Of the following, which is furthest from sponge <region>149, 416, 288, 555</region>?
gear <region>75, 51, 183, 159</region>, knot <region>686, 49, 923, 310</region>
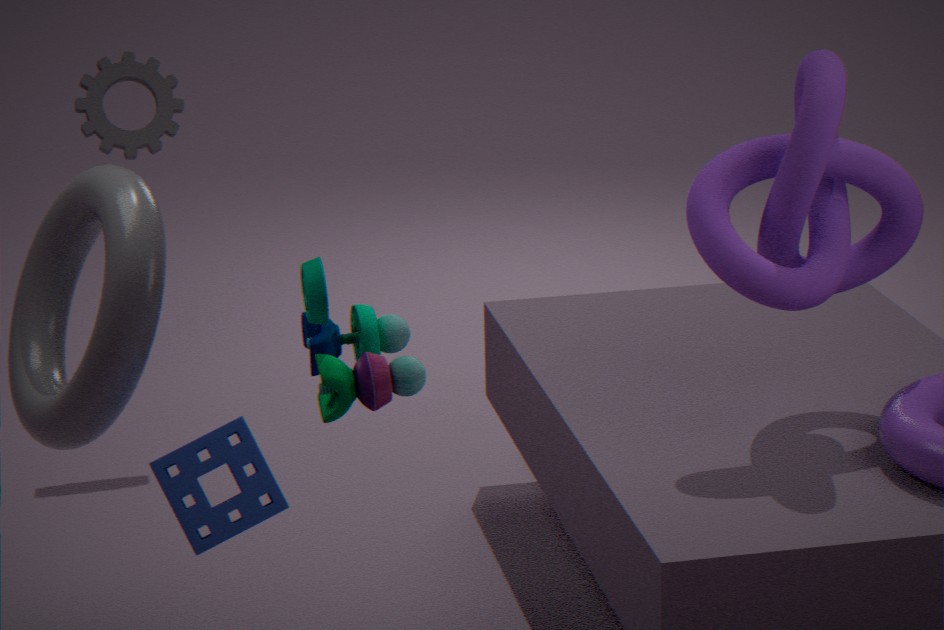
gear <region>75, 51, 183, 159</region>
